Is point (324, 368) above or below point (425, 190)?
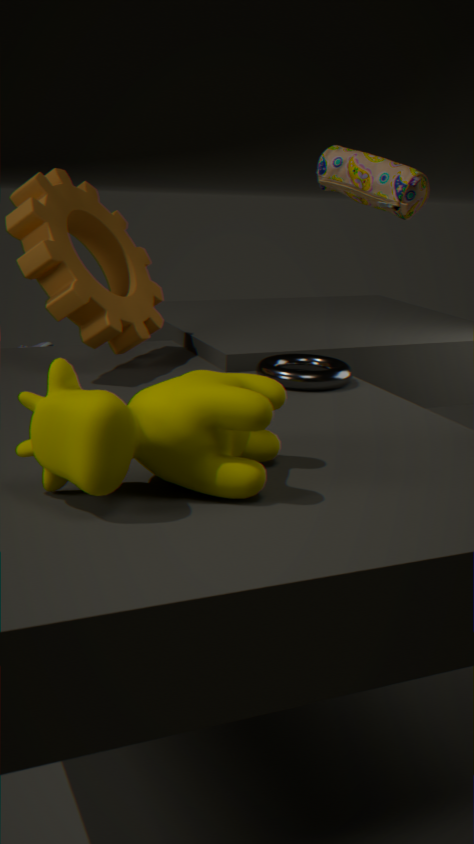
below
